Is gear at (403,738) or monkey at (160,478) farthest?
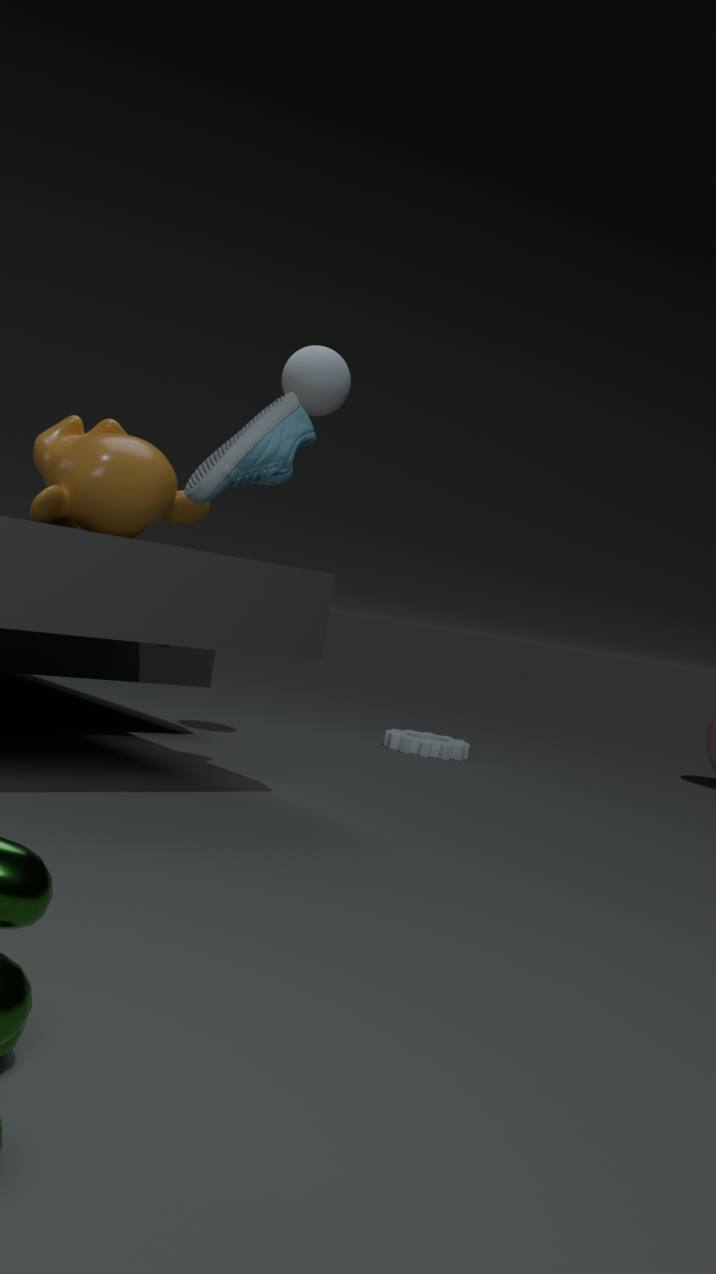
gear at (403,738)
